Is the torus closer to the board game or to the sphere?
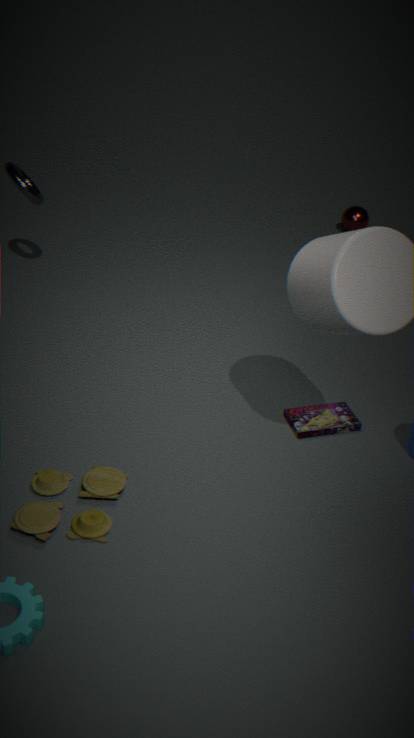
the board game
